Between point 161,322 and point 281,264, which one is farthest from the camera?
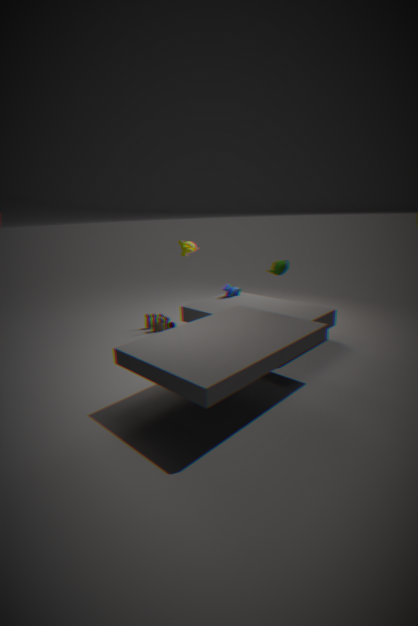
point 161,322
